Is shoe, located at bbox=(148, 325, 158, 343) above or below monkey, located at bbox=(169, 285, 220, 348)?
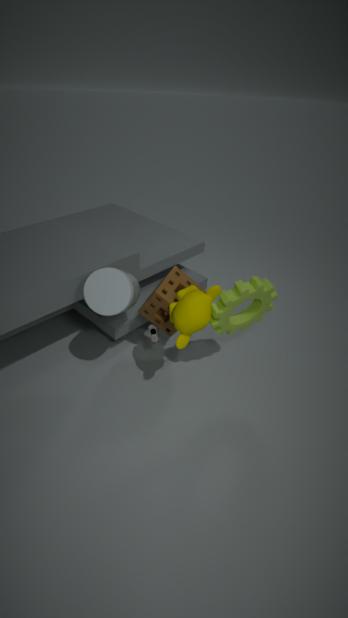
below
